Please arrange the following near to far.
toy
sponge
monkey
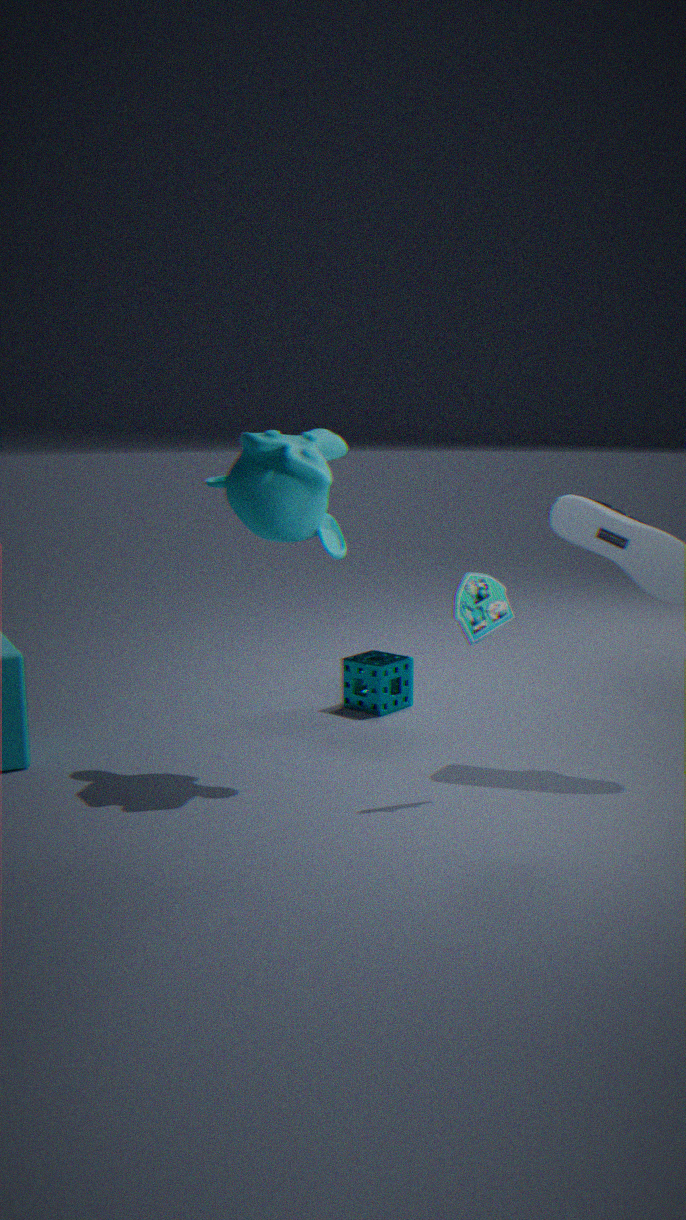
toy → monkey → sponge
